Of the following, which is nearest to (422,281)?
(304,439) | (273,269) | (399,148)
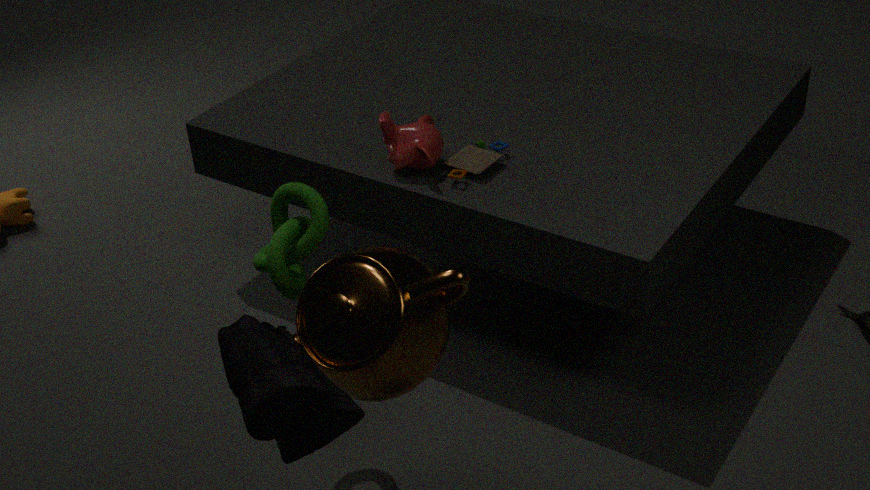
(273,269)
